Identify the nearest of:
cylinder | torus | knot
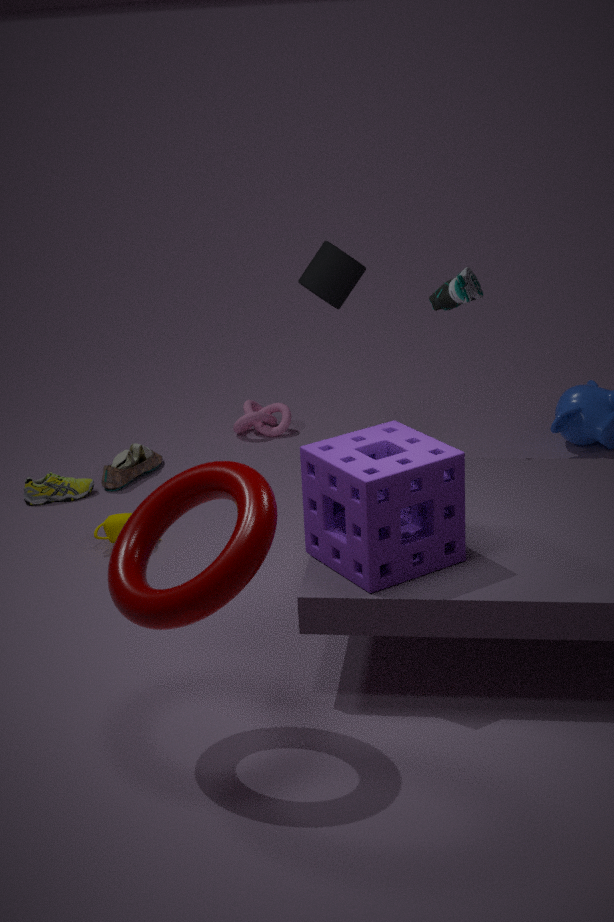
torus
